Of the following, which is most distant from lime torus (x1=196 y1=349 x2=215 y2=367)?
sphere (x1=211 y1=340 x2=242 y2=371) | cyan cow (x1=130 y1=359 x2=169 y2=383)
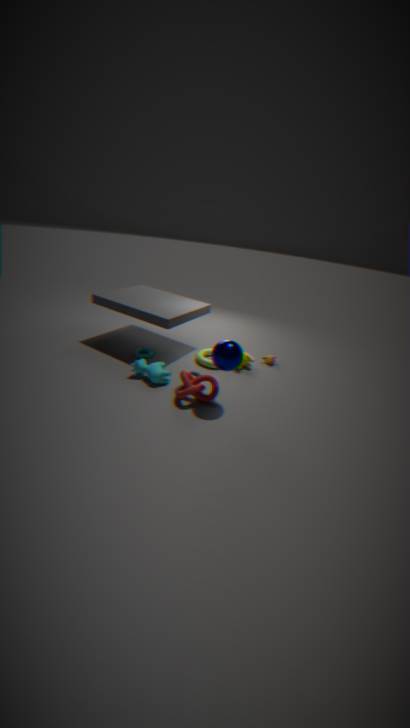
sphere (x1=211 y1=340 x2=242 y2=371)
